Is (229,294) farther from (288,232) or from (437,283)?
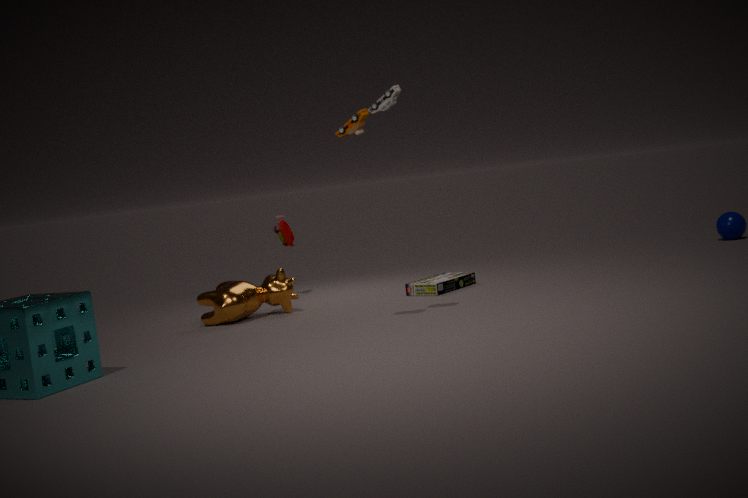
(437,283)
